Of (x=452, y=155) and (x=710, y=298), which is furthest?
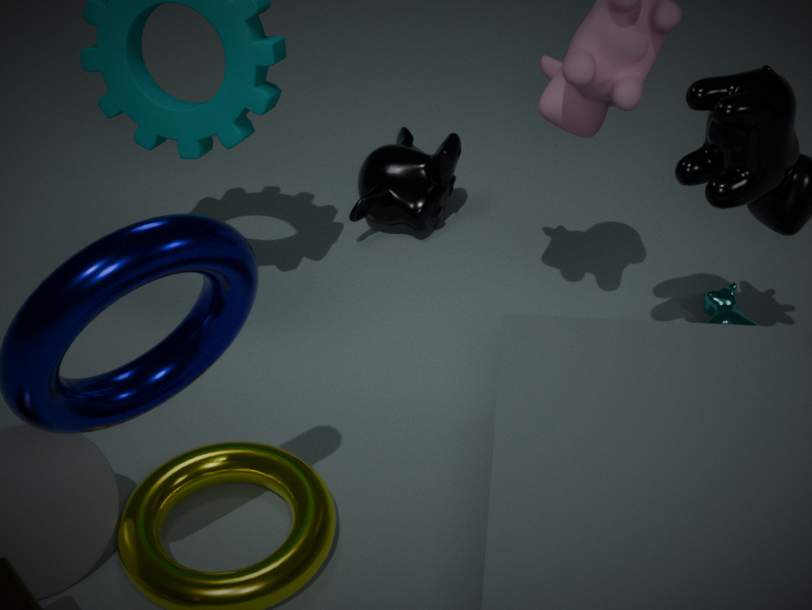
(x=452, y=155)
